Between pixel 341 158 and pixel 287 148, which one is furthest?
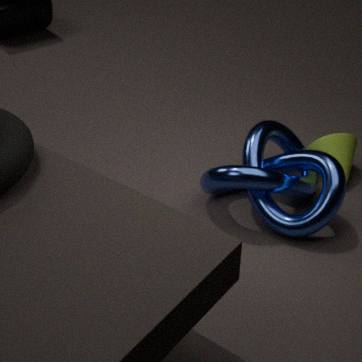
pixel 287 148
